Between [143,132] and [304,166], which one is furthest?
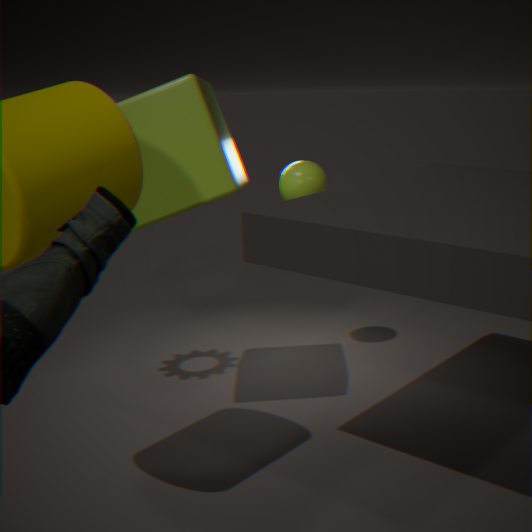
[304,166]
